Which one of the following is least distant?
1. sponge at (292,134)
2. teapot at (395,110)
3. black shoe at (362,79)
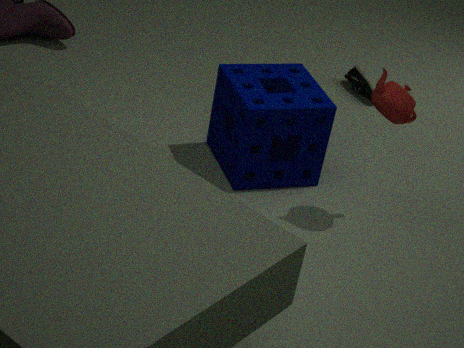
teapot at (395,110)
